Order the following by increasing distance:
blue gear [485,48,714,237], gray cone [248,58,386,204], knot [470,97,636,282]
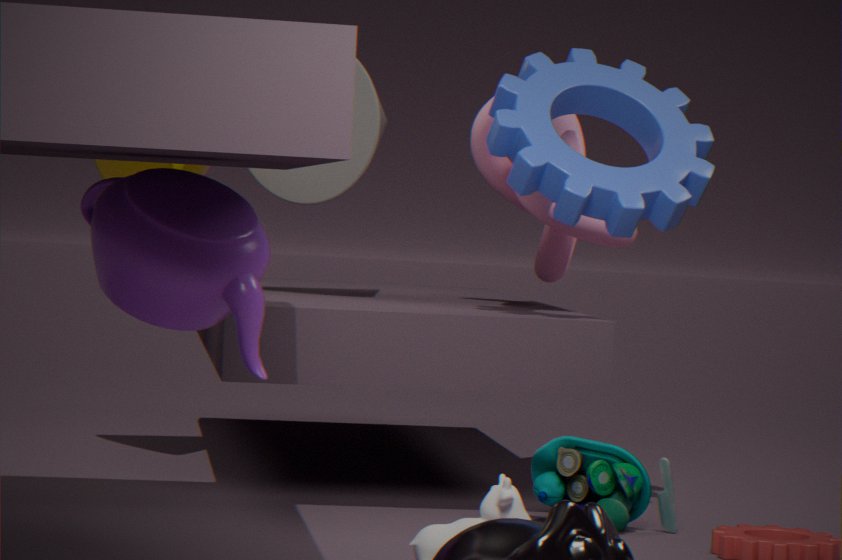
blue gear [485,48,714,237] < knot [470,97,636,282] < gray cone [248,58,386,204]
